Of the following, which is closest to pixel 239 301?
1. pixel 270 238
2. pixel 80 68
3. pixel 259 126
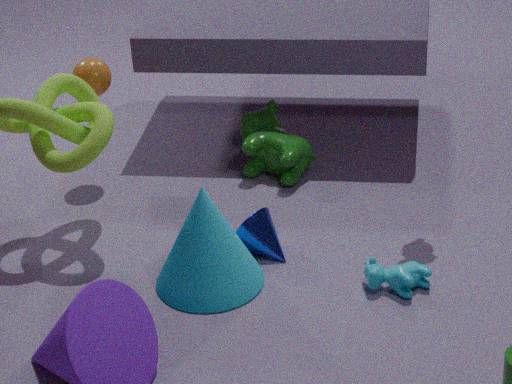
pixel 270 238
